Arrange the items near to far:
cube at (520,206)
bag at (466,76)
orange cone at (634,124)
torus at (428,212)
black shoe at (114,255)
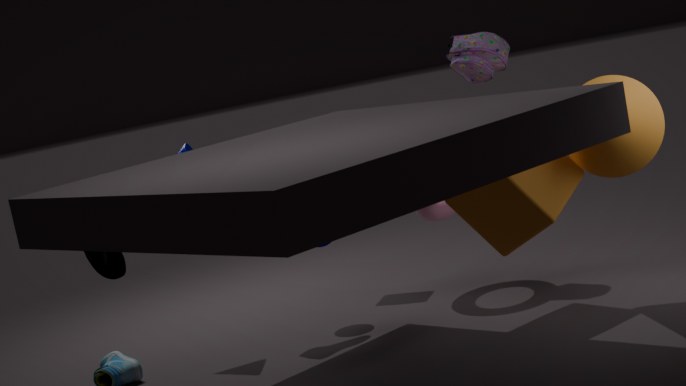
1. cube at (520,206)
2. black shoe at (114,255)
3. orange cone at (634,124)
4. bag at (466,76)
5. torus at (428,212)
